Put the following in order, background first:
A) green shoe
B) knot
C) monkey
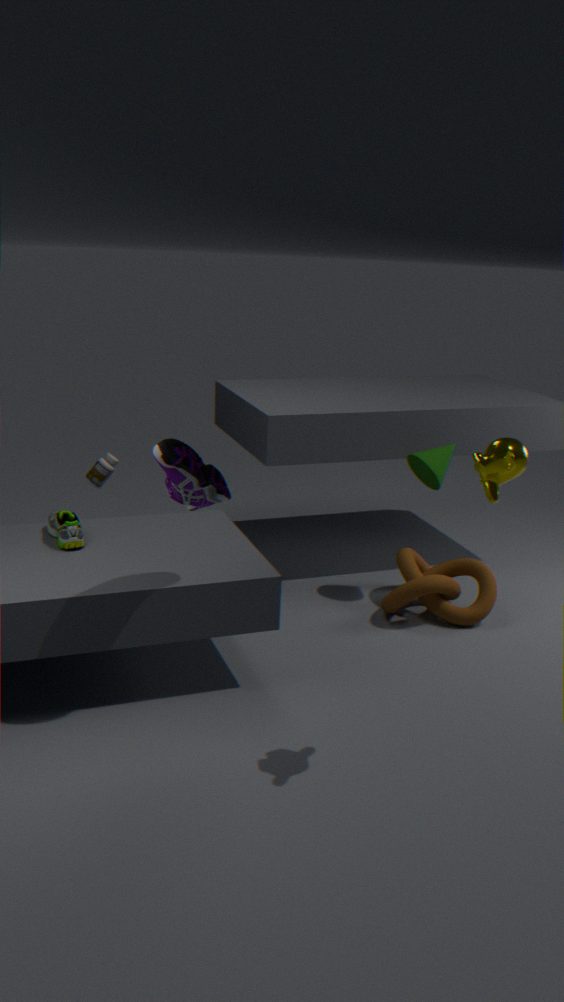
knot
green shoe
monkey
